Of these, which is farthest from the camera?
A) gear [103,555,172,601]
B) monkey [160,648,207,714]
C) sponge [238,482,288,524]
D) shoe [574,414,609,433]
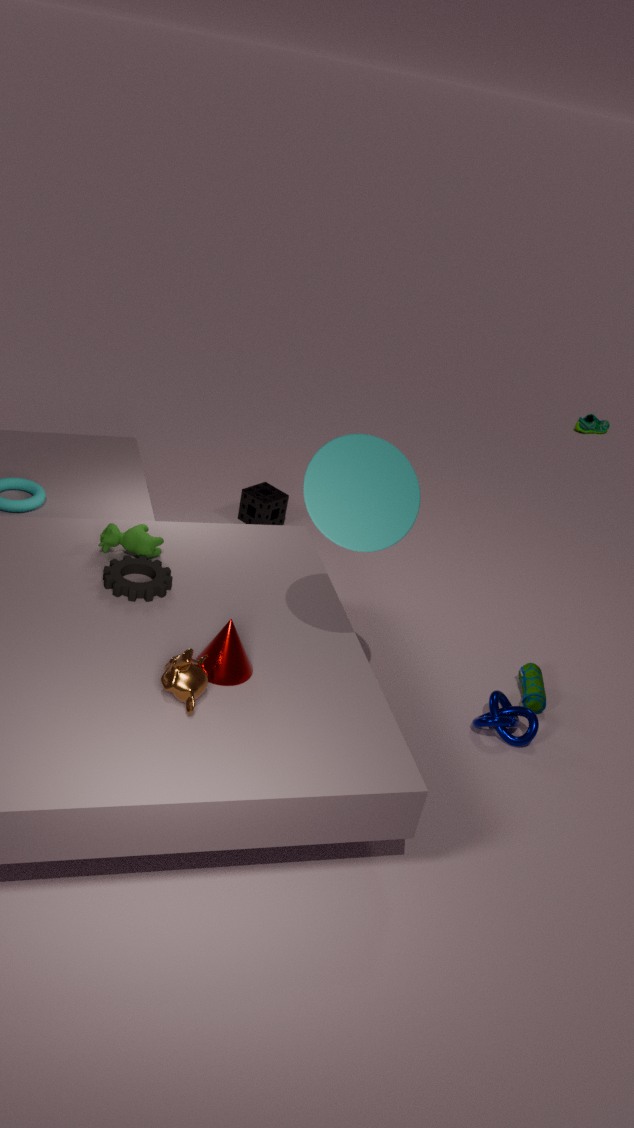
shoe [574,414,609,433]
